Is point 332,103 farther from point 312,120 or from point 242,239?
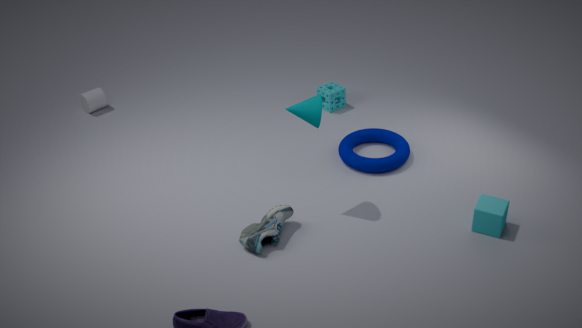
point 242,239
